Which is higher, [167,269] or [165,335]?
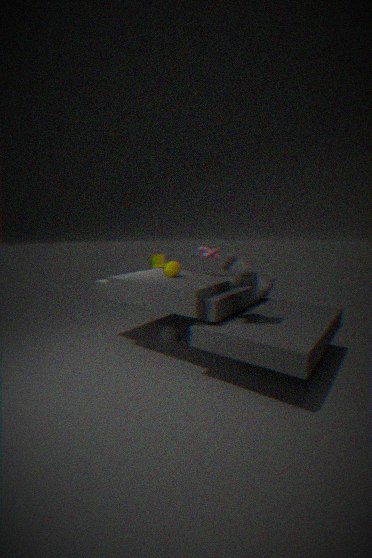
[167,269]
